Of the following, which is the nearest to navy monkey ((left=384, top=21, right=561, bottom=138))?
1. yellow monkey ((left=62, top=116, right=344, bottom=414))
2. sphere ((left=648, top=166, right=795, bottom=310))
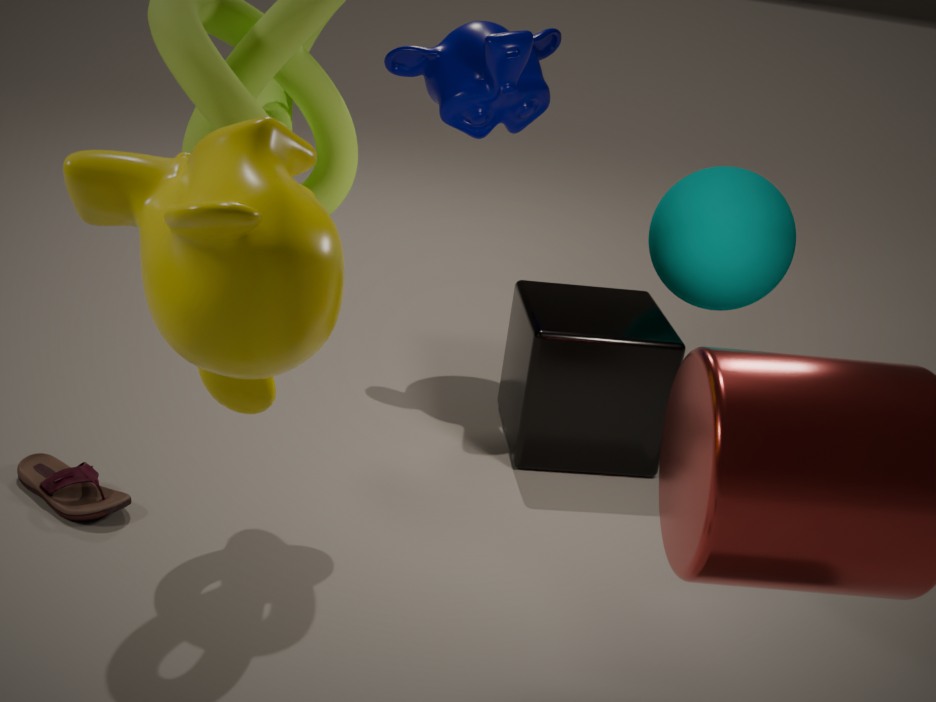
sphere ((left=648, top=166, right=795, bottom=310))
